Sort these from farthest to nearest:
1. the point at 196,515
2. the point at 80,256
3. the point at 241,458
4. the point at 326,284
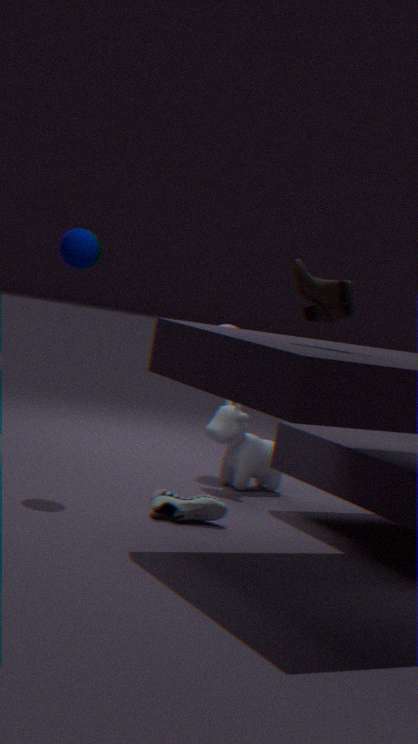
the point at 241,458 < the point at 80,256 < the point at 196,515 < the point at 326,284
